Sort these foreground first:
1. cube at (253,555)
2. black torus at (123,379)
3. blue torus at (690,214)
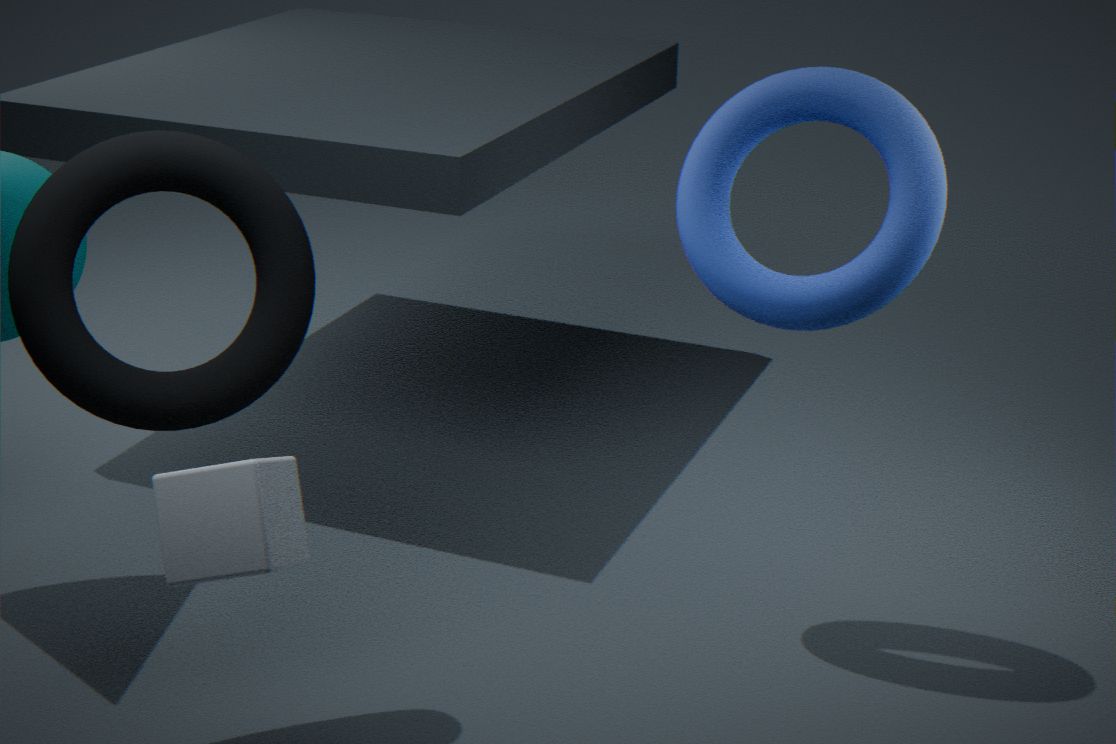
cube at (253,555), black torus at (123,379), blue torus at (690,214)
